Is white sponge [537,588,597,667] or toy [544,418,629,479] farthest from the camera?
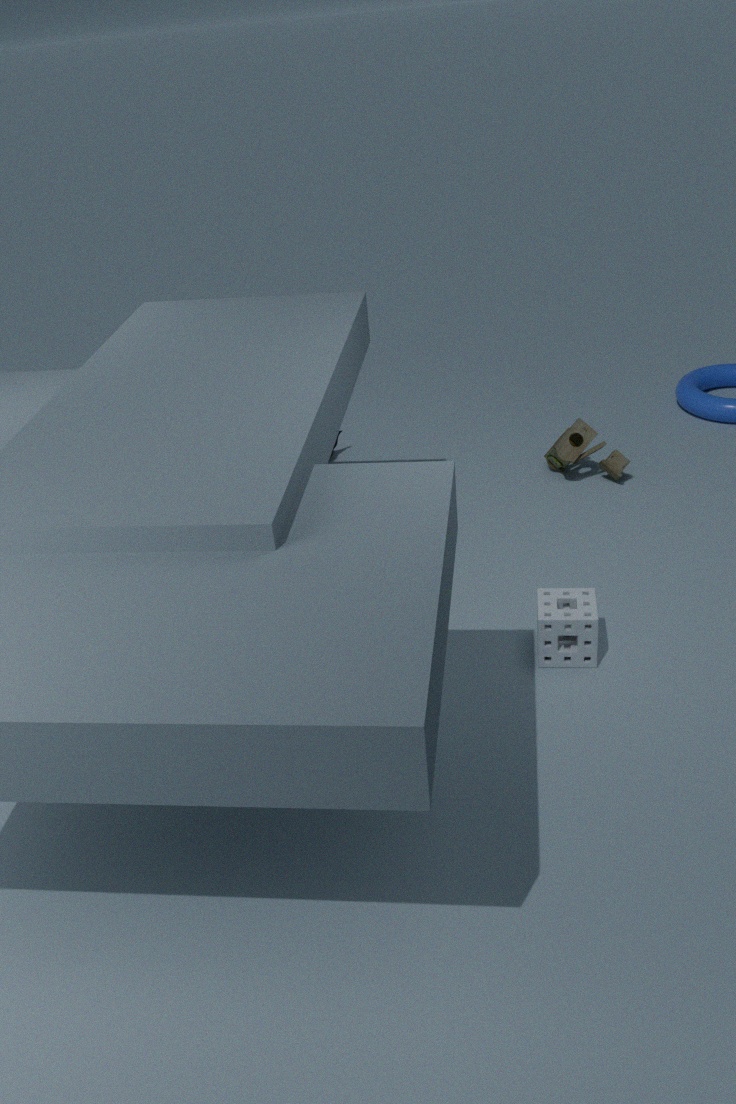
toy [544,418,629,479]
